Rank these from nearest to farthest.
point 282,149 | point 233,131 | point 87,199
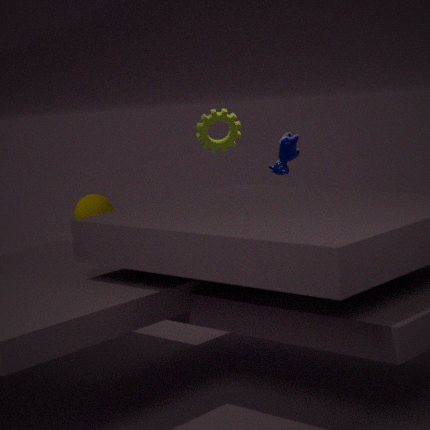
point 282,149, point 233,131, point 87,199
